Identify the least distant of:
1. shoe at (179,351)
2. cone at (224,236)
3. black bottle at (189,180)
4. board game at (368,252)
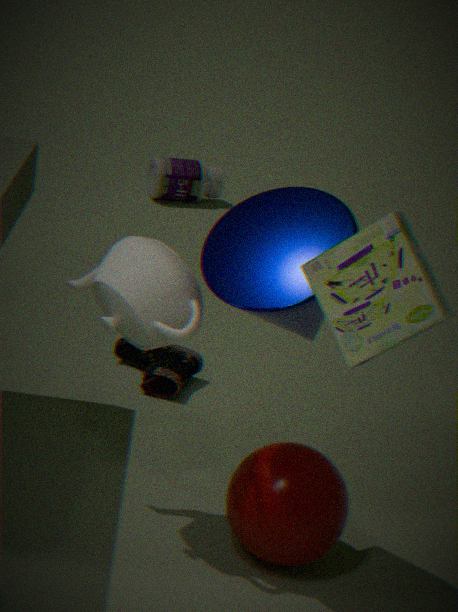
board game at (368,252)
